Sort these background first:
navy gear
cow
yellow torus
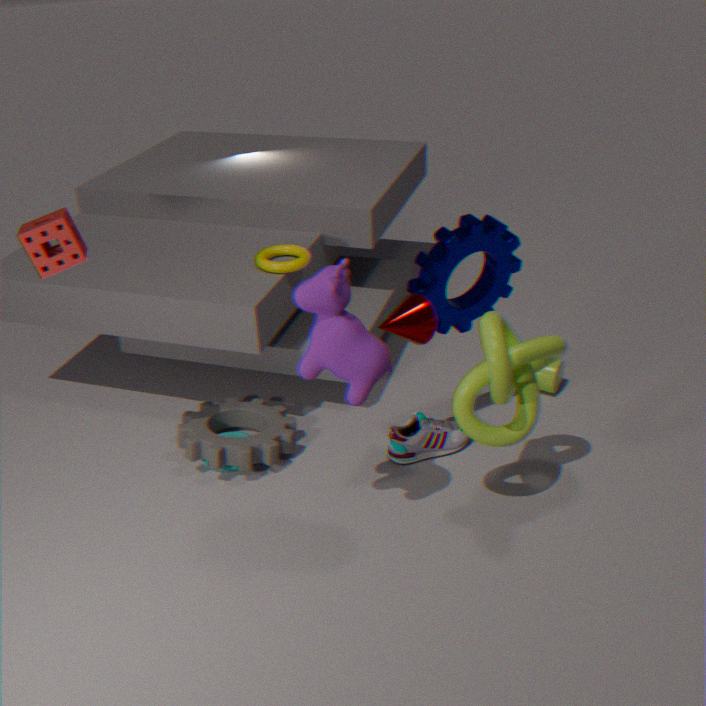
yellow torus < navy gear < cow
